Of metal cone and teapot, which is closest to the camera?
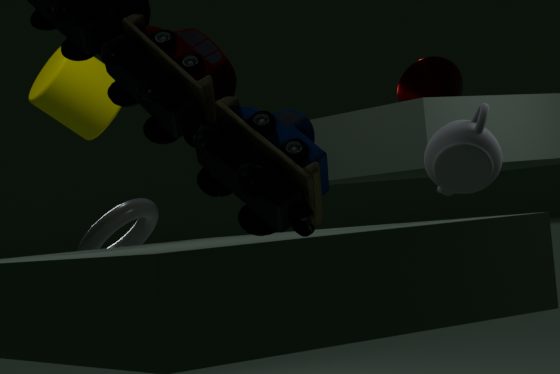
teapot
